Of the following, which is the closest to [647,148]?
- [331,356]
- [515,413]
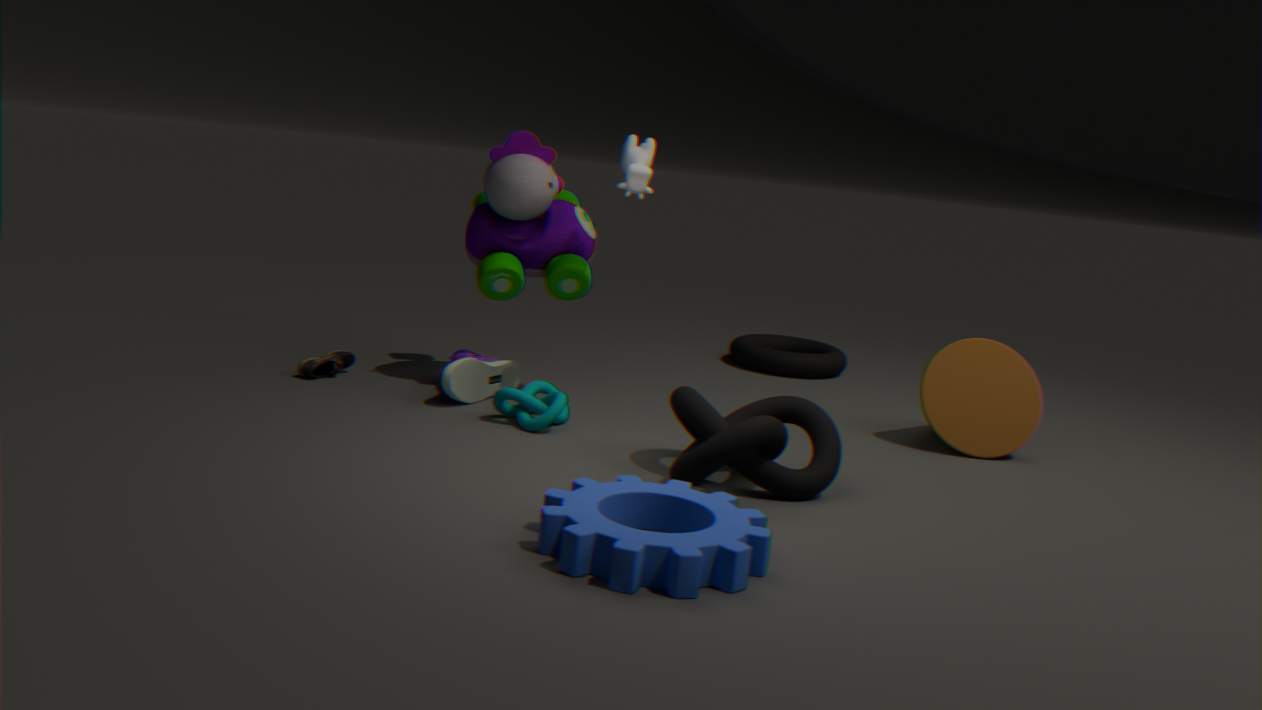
[515,413]
